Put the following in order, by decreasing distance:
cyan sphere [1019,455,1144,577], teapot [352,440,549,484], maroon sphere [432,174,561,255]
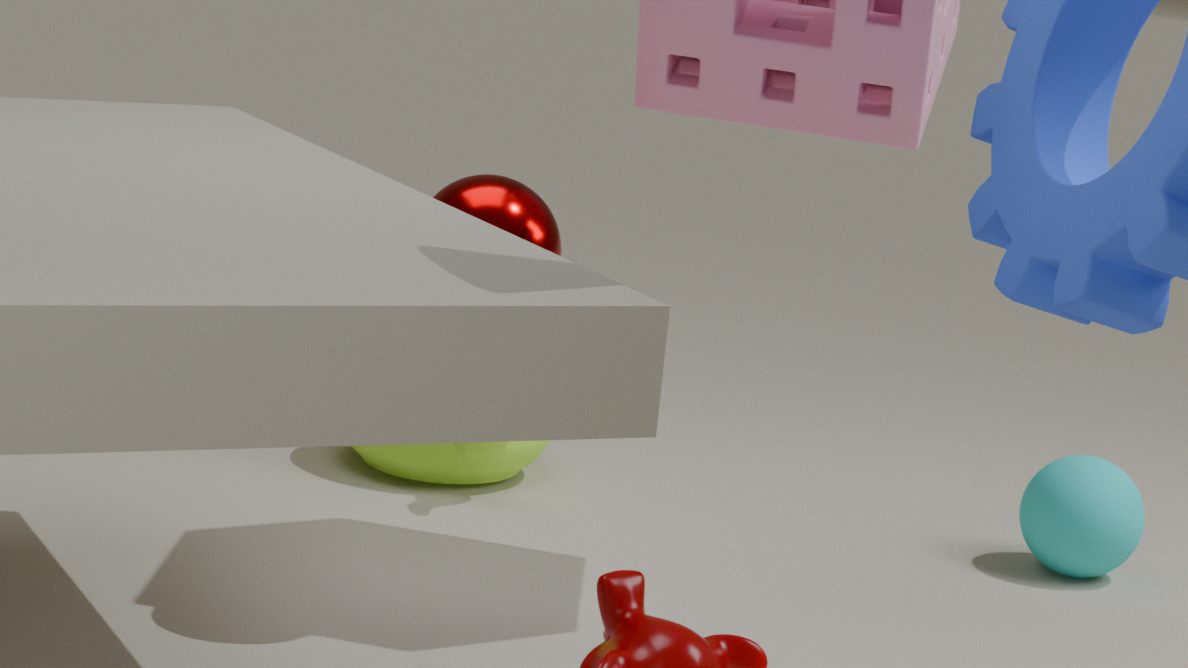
teapot [352,440,549,484], cyan sphere [1019,455,1144,577], maroon sphere [432,174,561,255]
